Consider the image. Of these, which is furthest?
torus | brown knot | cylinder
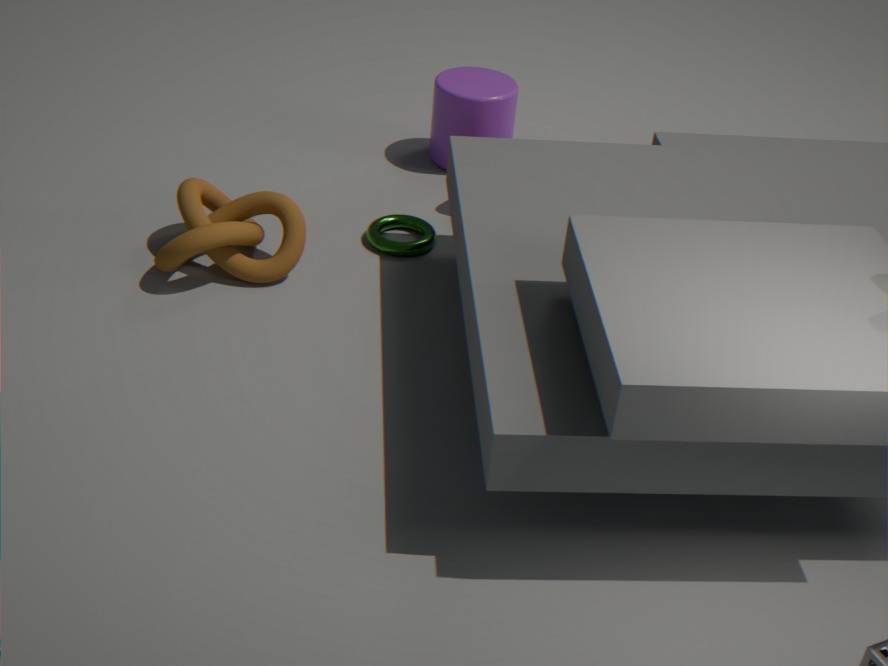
cylinder
